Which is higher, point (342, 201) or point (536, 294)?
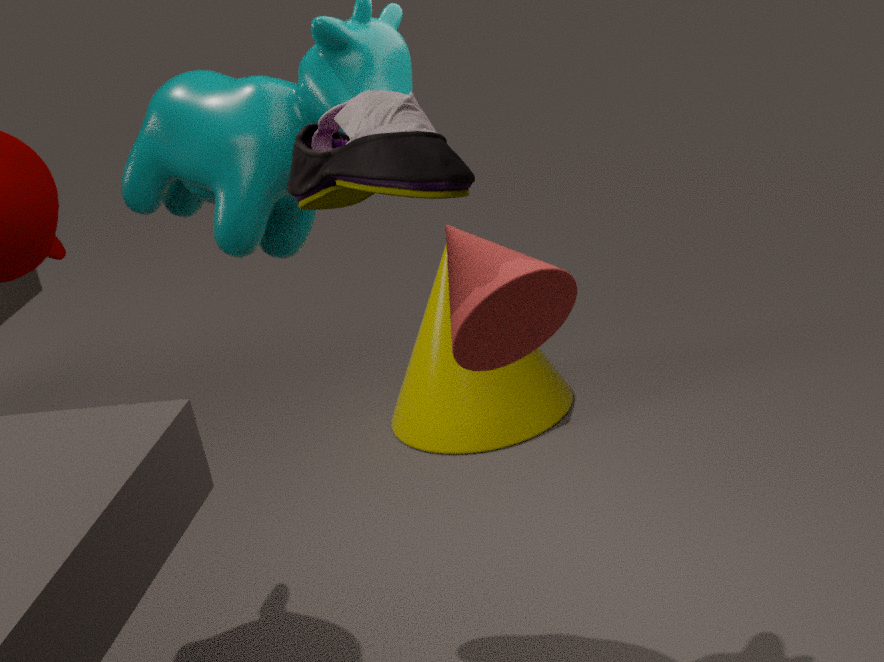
point (342, 201)
